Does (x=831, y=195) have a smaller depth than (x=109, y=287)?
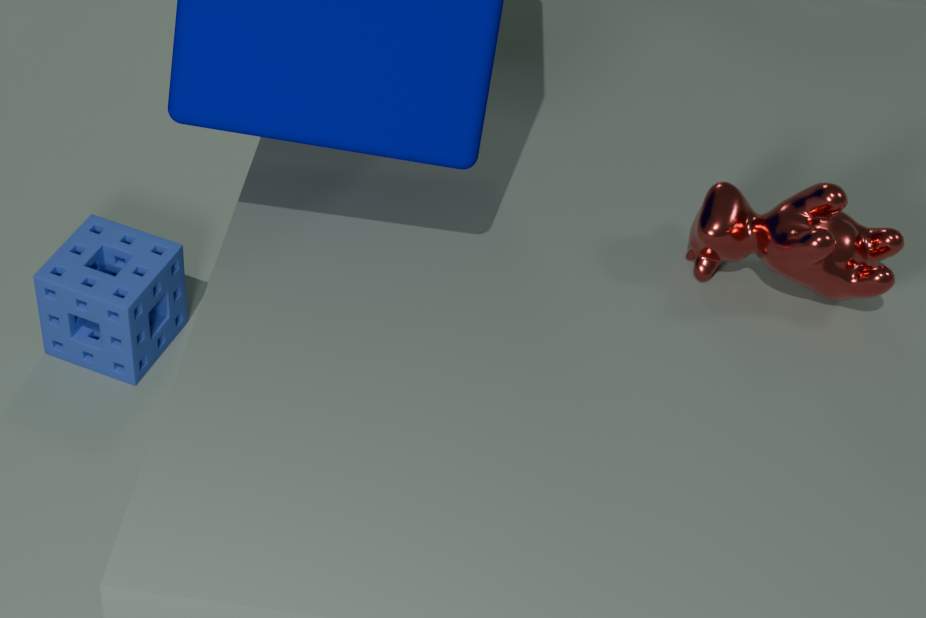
Yes
